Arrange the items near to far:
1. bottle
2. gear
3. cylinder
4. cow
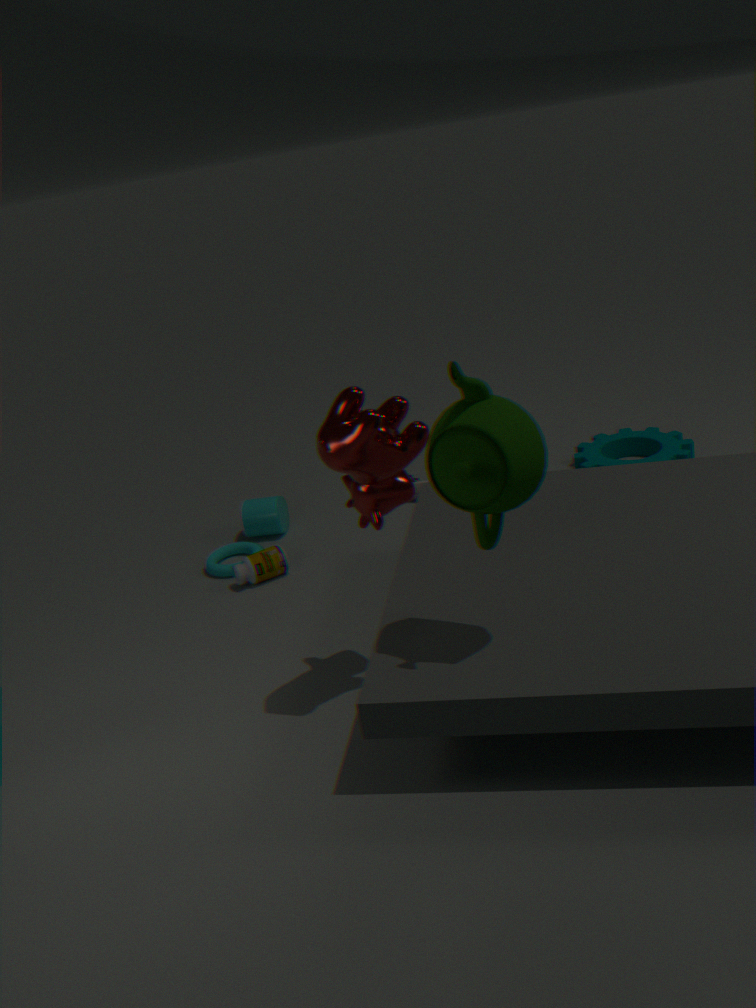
cow < bottle < gear < cylinder
